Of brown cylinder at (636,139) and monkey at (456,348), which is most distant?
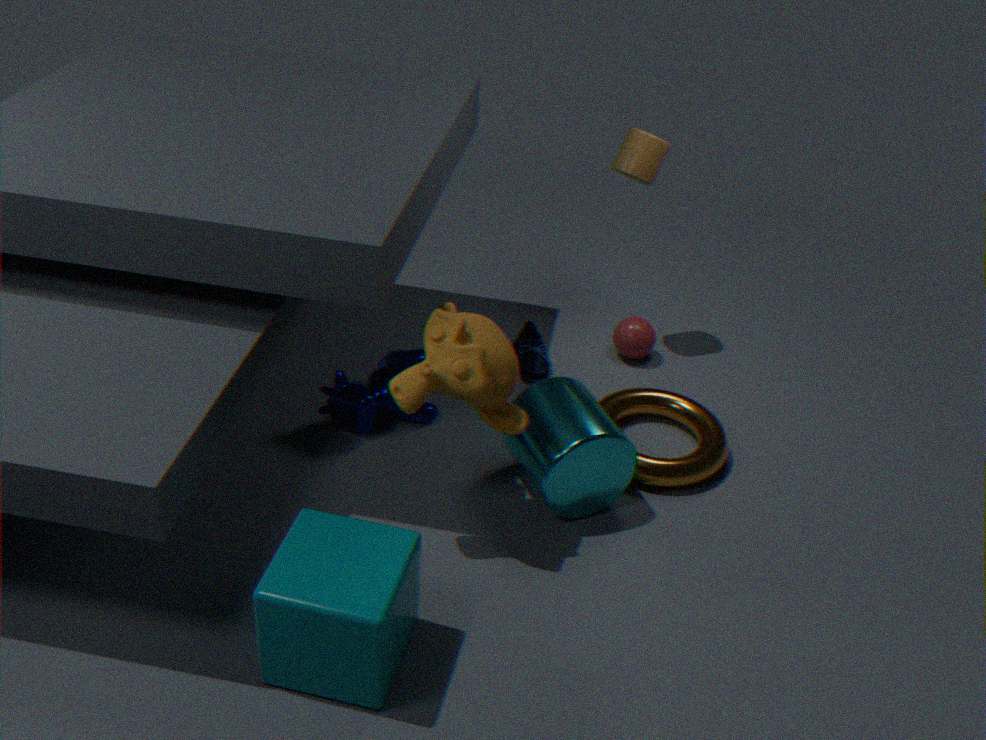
brown cylinder at (636,139)
